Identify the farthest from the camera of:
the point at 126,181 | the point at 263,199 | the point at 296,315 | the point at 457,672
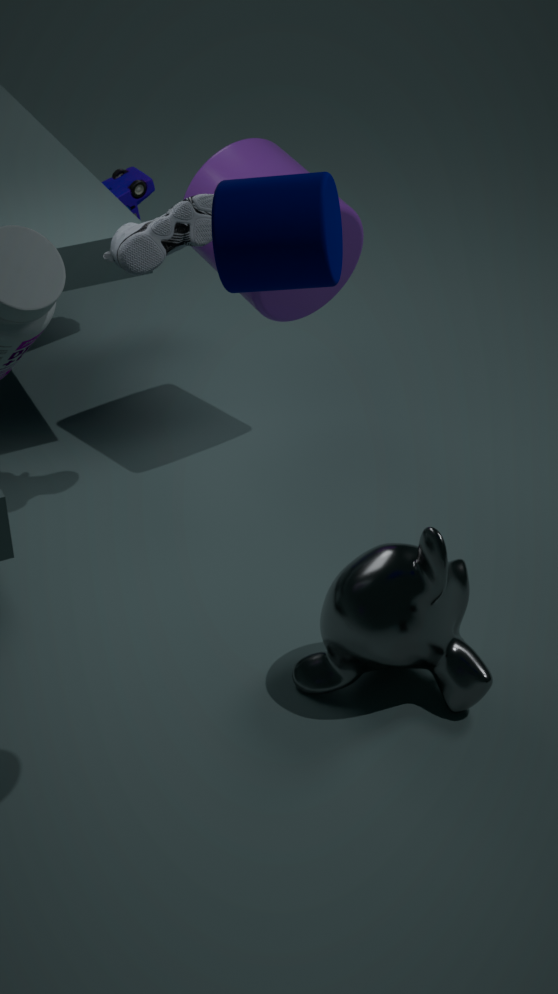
the point at 126,181
